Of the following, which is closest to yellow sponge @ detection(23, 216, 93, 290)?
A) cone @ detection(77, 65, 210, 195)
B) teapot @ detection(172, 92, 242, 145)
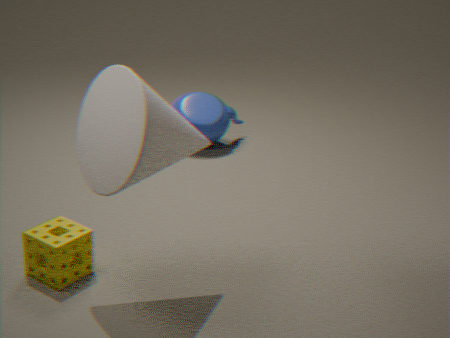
cone @ detection(77, 65, 210, 195)
